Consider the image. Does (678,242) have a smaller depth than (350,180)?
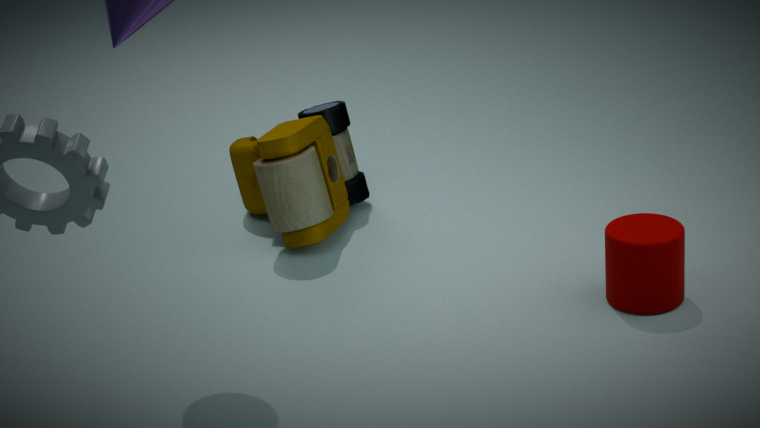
Yes
